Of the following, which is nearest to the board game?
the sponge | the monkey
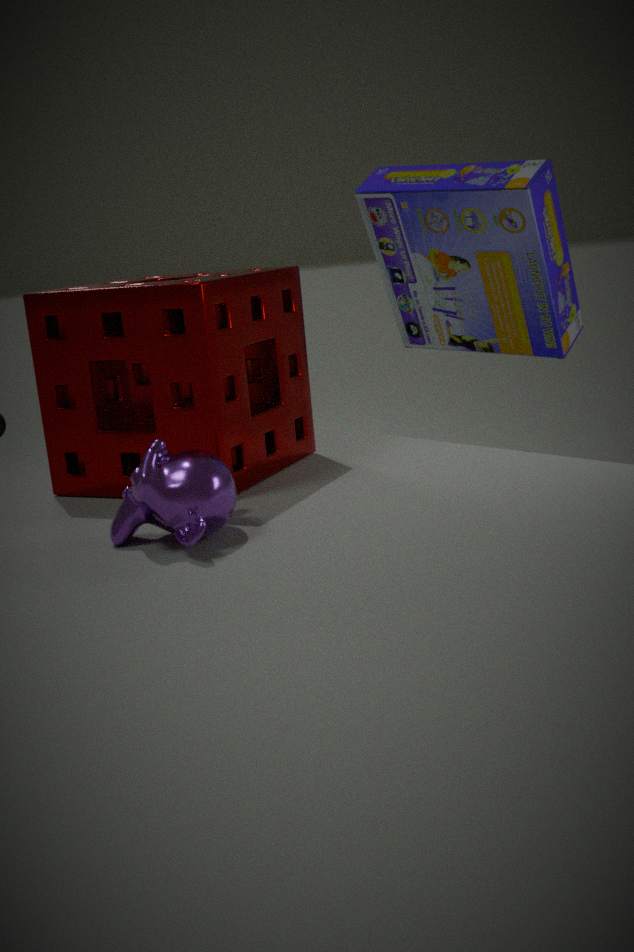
the sponge
